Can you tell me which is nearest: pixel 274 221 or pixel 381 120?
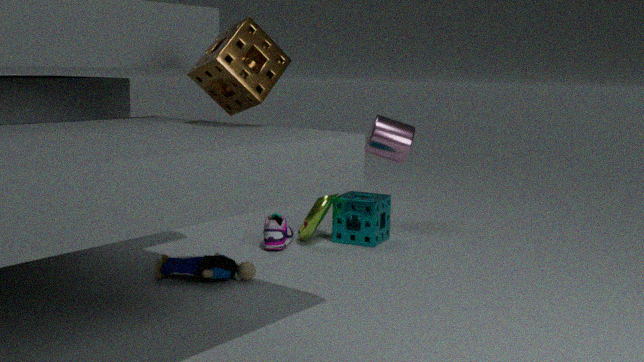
pixel 274 221
